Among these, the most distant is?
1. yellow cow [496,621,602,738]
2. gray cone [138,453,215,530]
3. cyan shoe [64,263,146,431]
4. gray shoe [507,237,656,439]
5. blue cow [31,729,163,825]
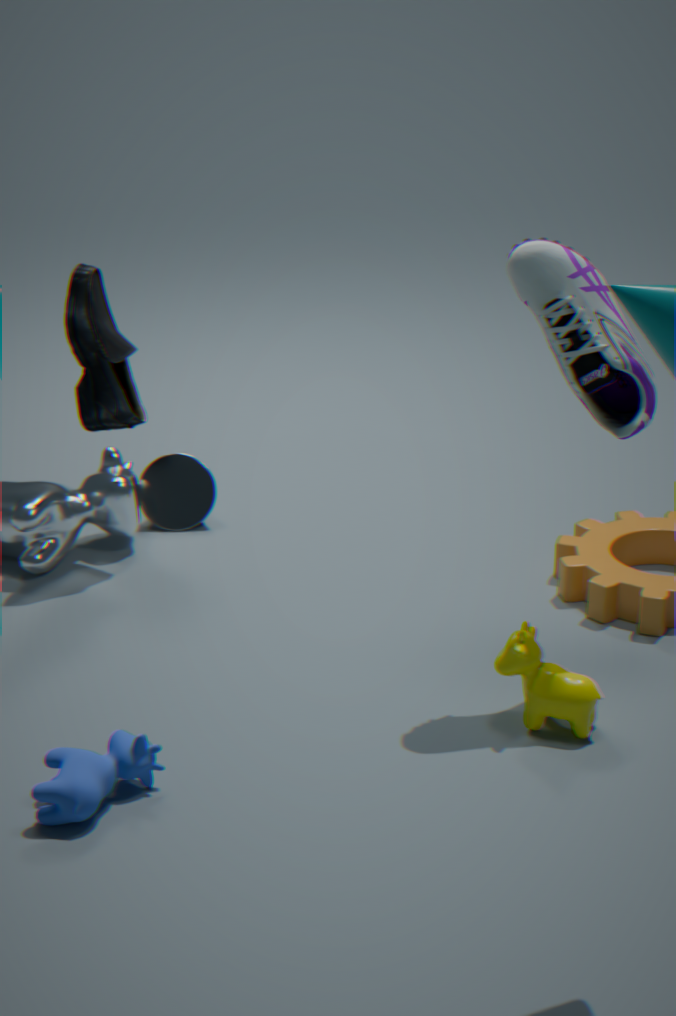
gray cone [138,453,215,530]
